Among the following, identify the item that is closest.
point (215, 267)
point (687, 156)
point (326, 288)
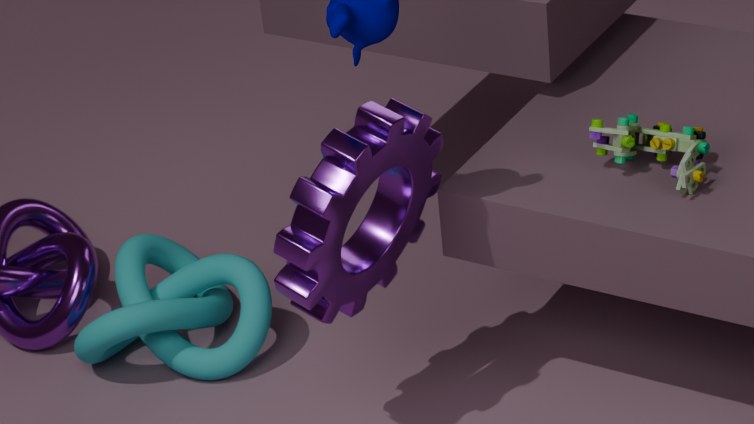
point (326, 288)
